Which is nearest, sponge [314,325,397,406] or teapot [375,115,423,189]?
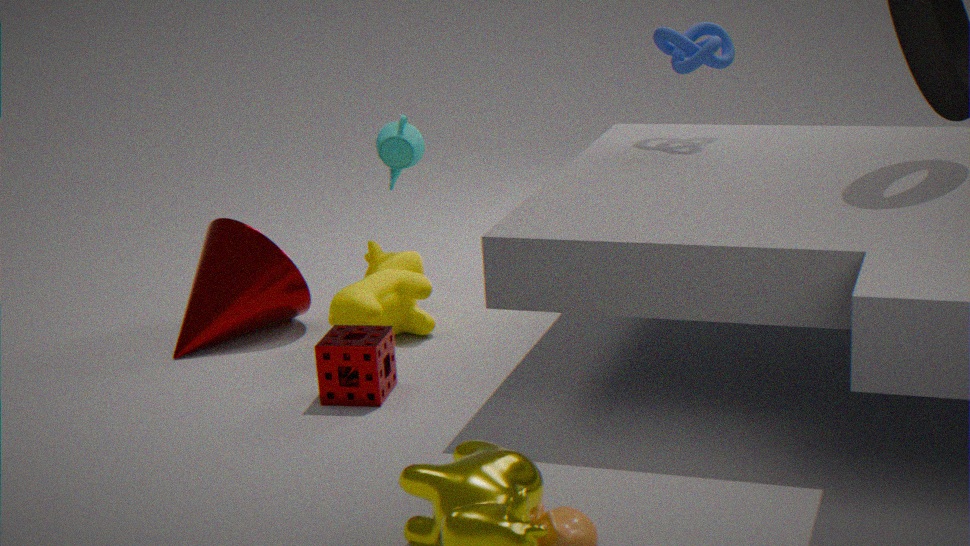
sponge [314,325,397,406]
